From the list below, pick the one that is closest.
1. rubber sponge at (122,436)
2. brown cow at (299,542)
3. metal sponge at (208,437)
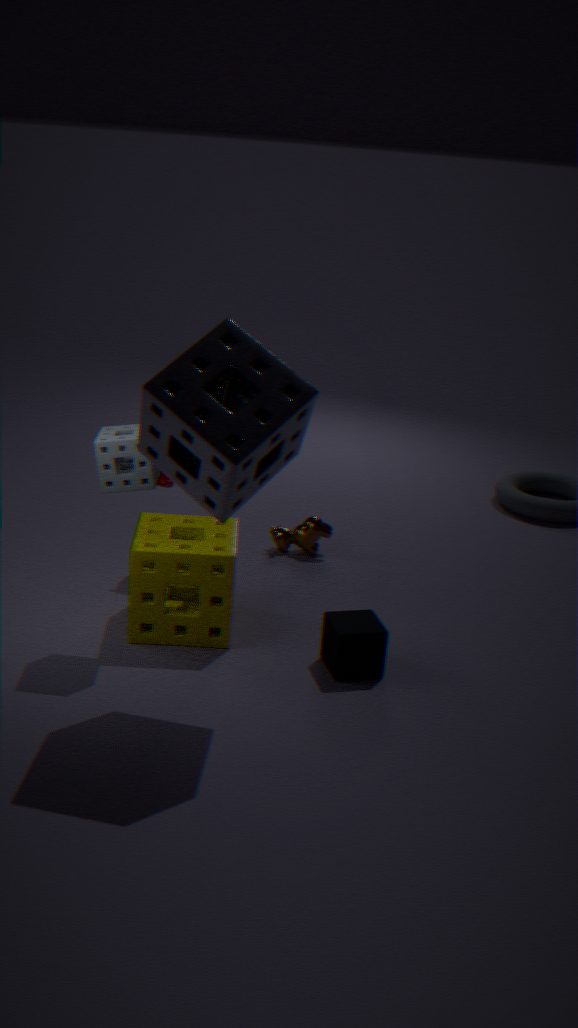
metal sponge at (208,437)
